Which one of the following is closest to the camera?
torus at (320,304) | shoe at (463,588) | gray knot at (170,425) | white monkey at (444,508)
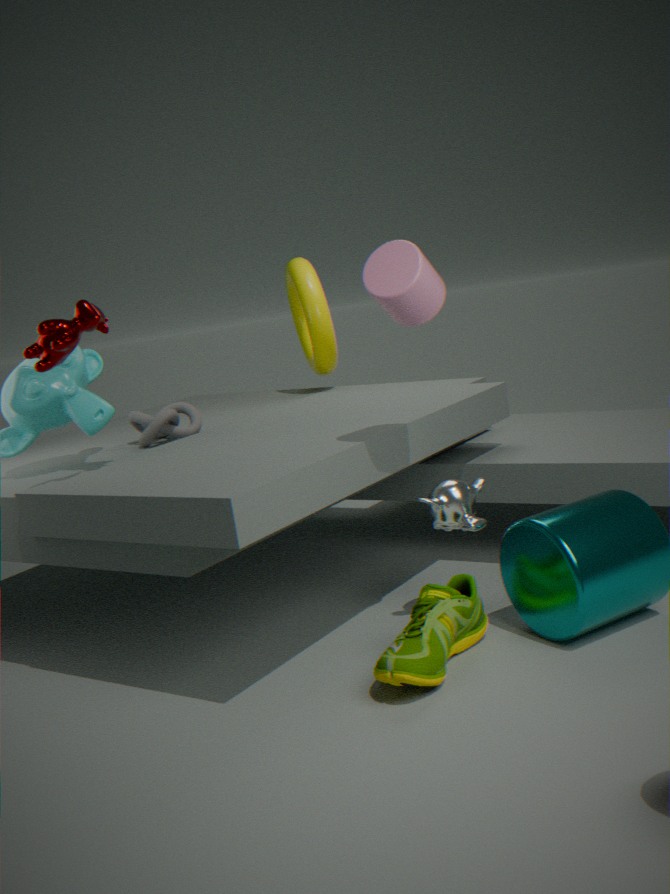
shoe at (463,588)
